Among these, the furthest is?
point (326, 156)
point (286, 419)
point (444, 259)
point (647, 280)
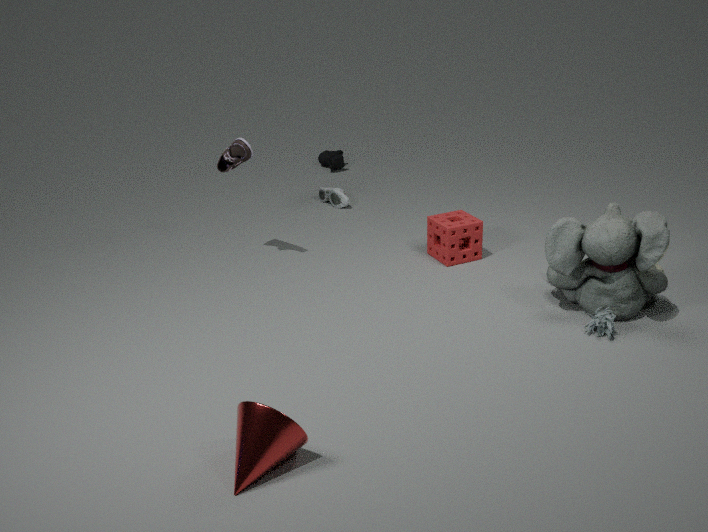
point (326, 156)
